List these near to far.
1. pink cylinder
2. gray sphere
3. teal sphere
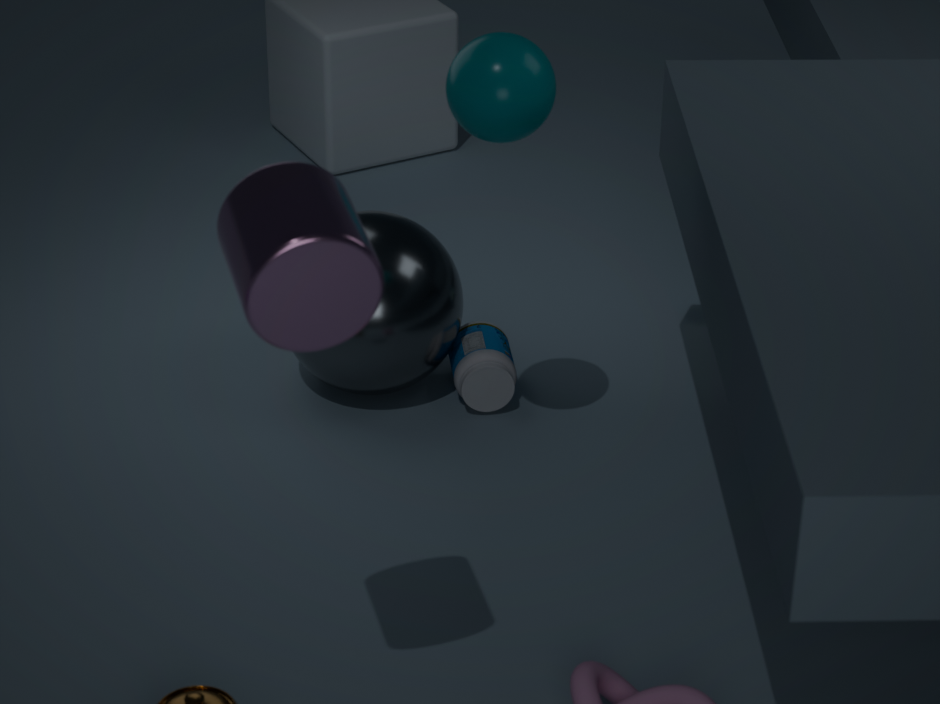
pink cylinder < teal sphere < gray sphere
